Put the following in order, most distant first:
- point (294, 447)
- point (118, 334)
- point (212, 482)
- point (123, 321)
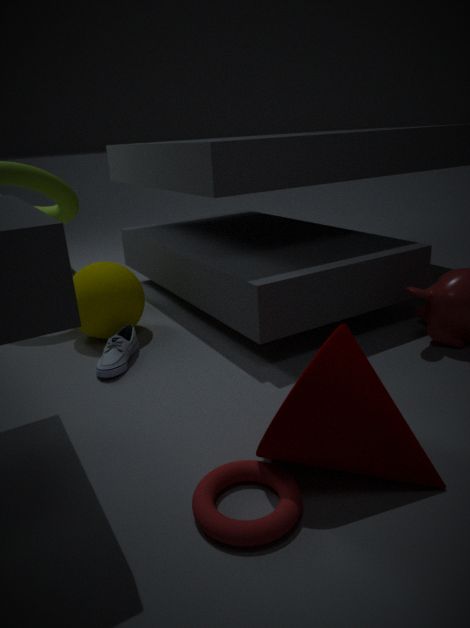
point (123, 321)
point (118, 334)
point (212, 482)
point (294, 447)
